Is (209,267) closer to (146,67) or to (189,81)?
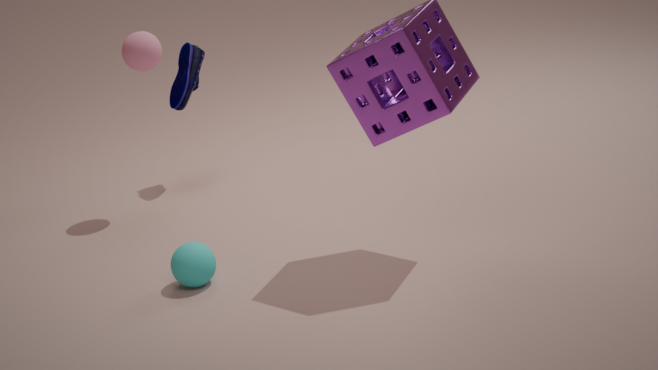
(146,67)
